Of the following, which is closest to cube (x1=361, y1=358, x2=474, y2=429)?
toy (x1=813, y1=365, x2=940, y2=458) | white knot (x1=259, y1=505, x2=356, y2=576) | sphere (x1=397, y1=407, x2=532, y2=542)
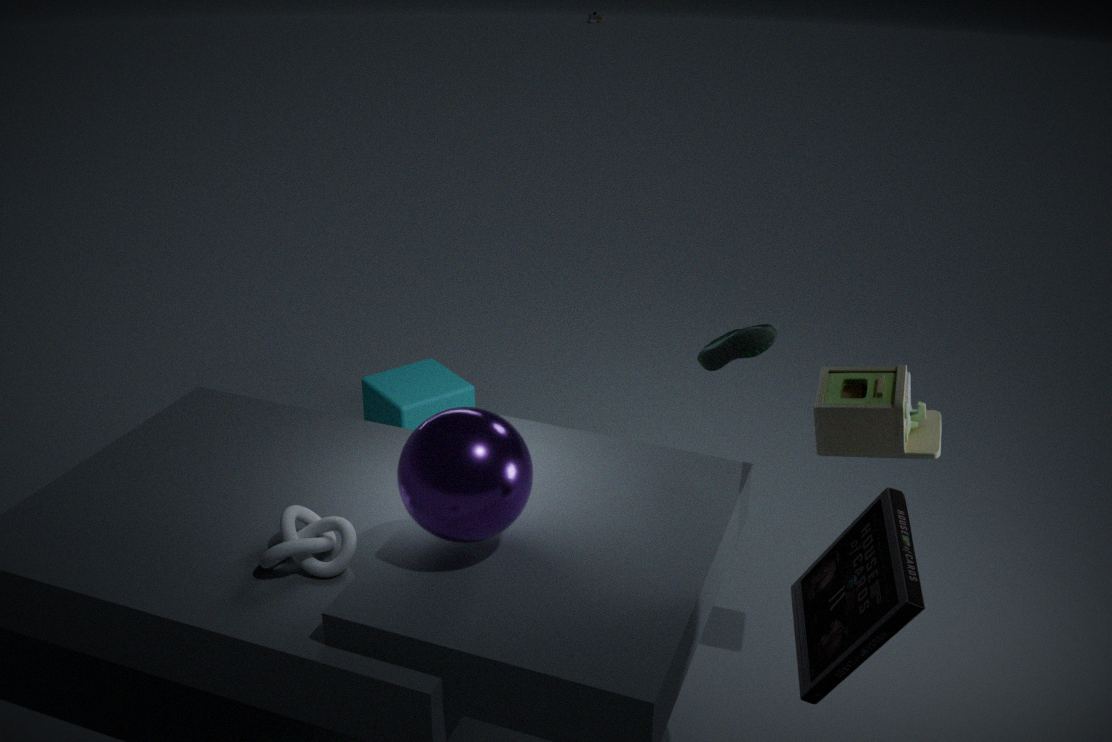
white knot (x1=259, y1=505, x2=356, y2=576)
